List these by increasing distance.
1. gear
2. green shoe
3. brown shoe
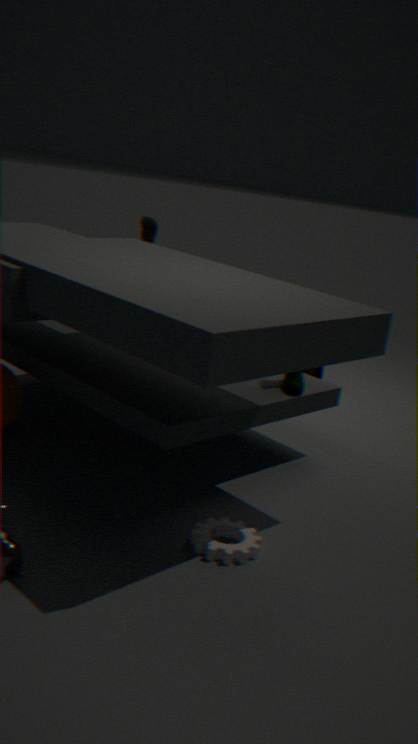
gear, green shoe, brown shoe
